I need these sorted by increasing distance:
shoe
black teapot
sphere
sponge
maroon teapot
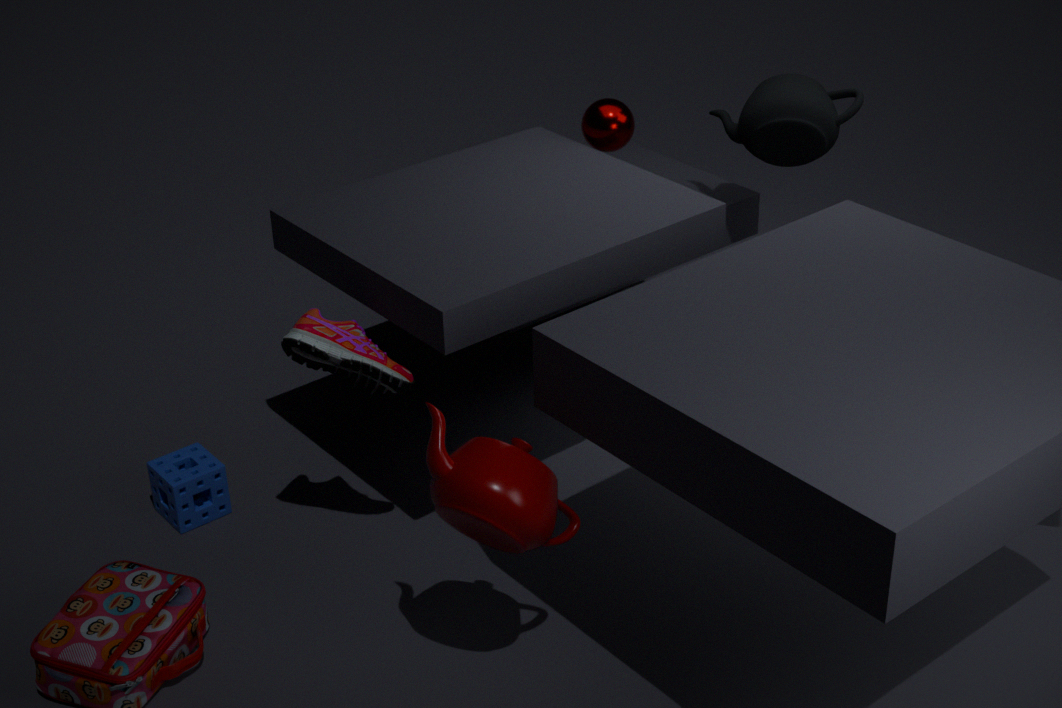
maroon teapot → shoe → sponge → black teapot → sphere
